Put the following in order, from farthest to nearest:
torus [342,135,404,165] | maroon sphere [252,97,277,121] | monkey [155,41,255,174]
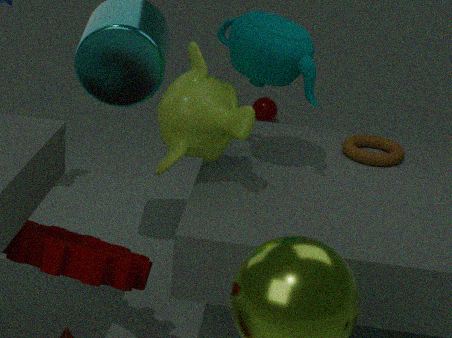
maroon sphere [252,97,277,121]
torus [342,135,404,165]
monkey [155,41,255,174]
